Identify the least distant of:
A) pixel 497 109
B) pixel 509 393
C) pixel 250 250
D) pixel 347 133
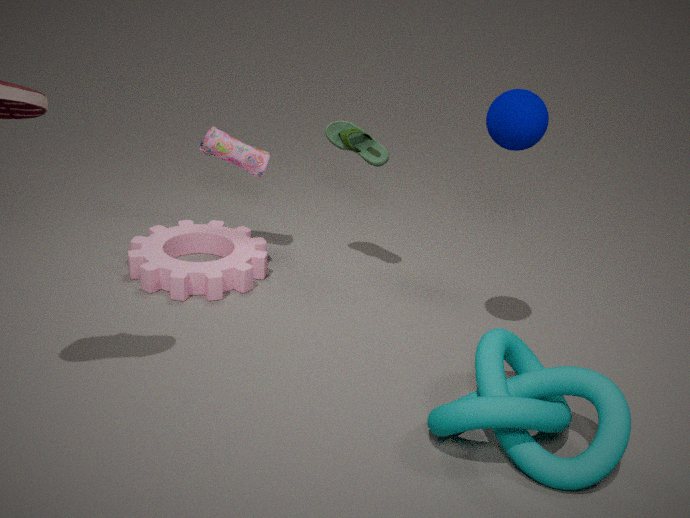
pixel 509 393
